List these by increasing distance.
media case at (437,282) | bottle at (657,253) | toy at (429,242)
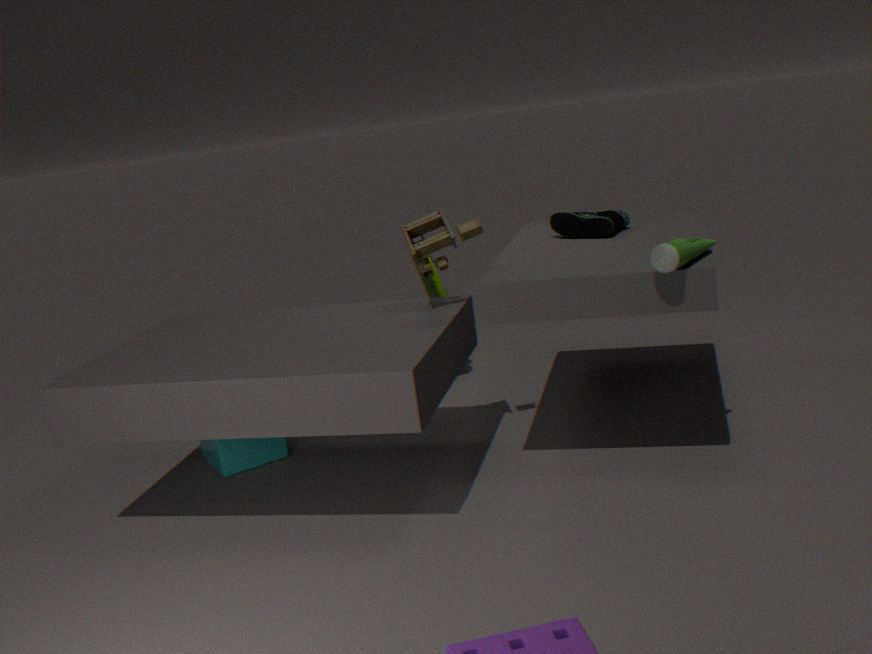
bottle at (657,253), toy at (429,242), media case at (437,282)
